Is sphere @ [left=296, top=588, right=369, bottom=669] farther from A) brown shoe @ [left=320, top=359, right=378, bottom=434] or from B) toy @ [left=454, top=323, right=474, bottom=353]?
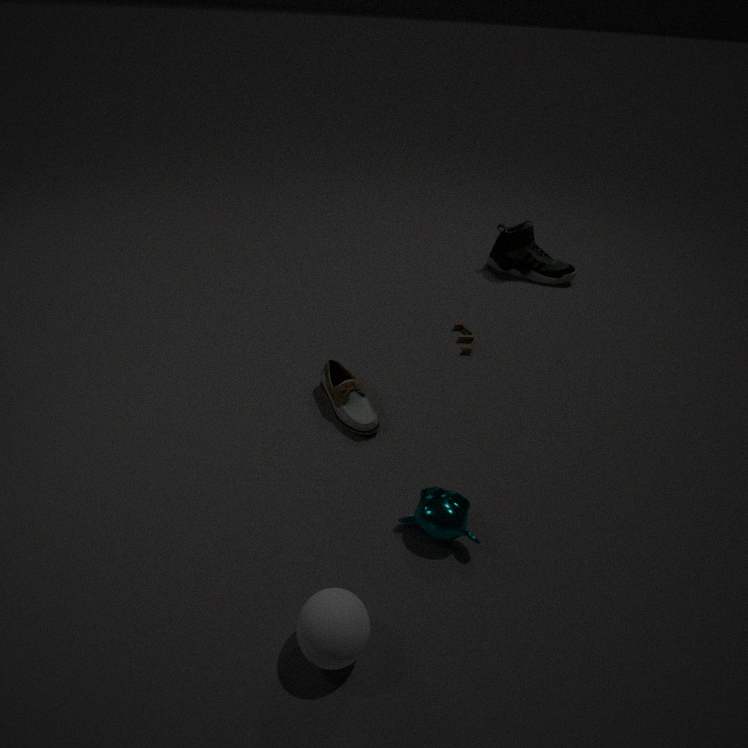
B) toy @ [left=454, top=323, right=474, bottom=353]
